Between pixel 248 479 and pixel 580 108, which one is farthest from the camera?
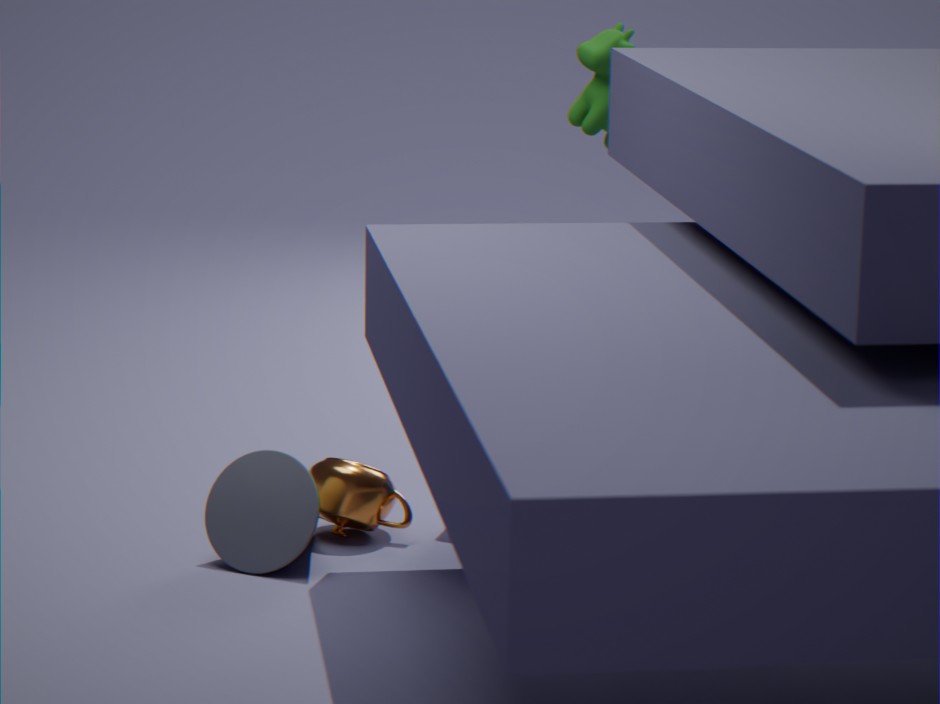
pixel 580 108
